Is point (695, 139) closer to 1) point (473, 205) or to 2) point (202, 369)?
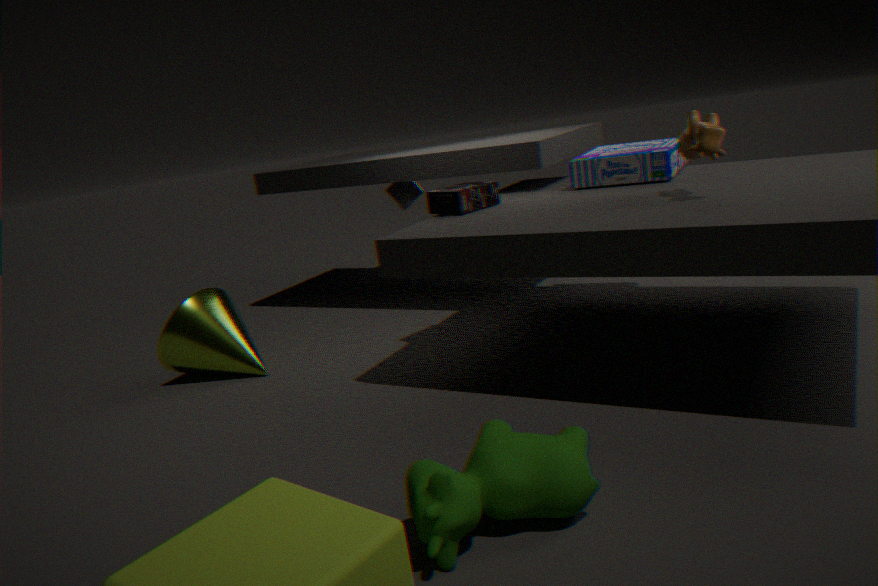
1) point (473, 205)
